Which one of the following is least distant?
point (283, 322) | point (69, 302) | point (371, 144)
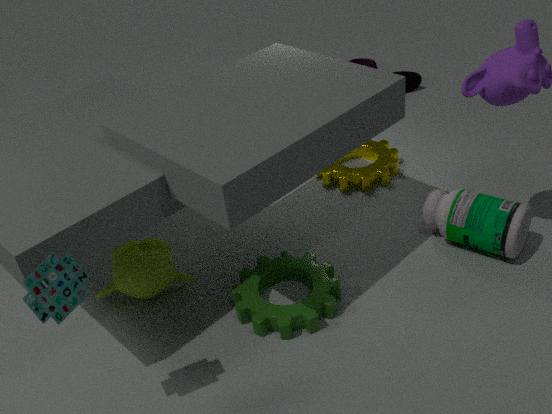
point (69, 302)
